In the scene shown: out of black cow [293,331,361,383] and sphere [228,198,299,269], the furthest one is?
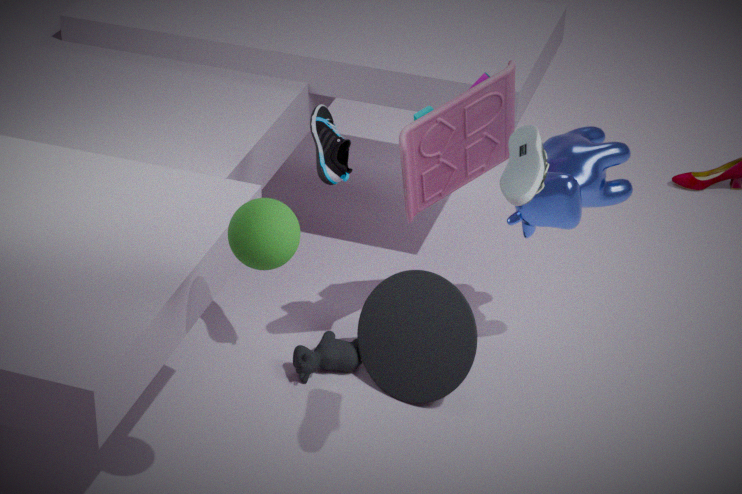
black cow [293,331,361,383]
